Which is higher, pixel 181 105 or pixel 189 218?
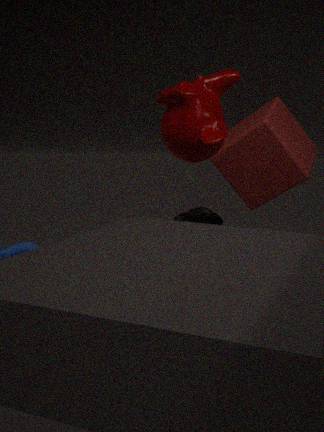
pixel 181 105
